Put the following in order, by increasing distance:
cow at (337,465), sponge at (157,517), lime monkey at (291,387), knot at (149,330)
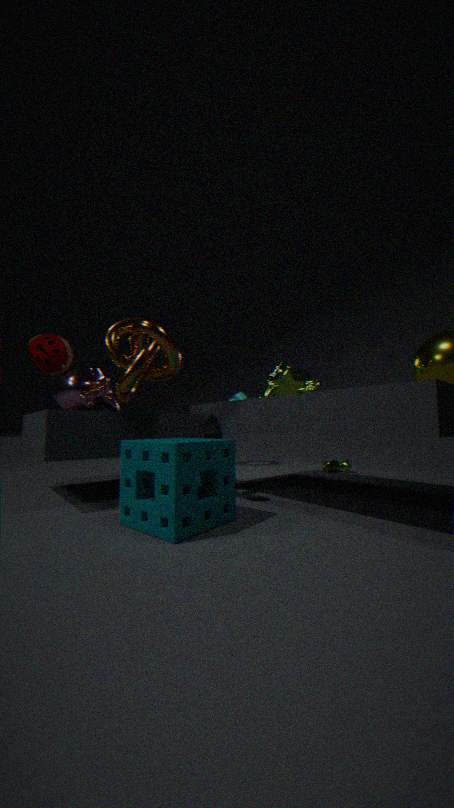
sponge at (157,517)
knot at (149,330)
lime monkey at (291,387)
cow at (337,465)
